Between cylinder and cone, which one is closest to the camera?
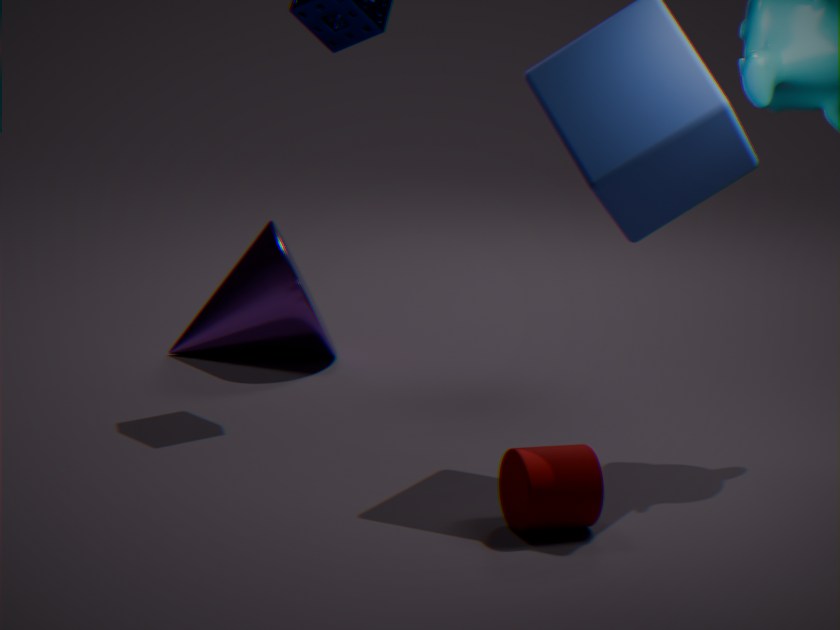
cylinder
